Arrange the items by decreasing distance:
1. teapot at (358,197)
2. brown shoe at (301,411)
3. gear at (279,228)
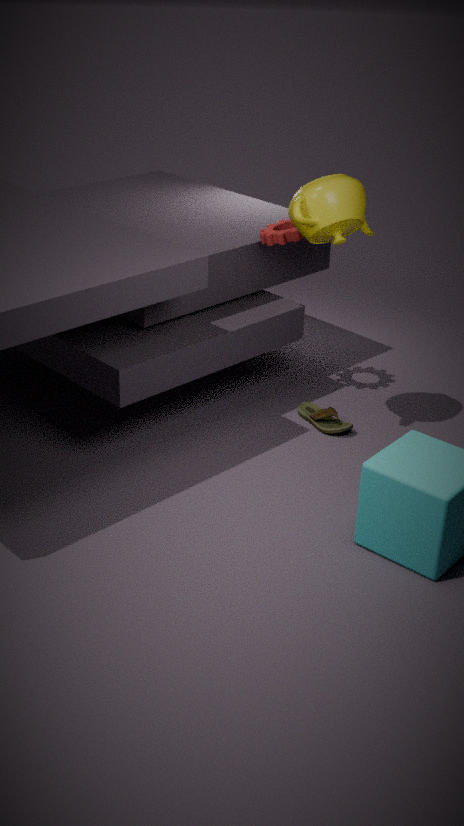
1. brown shoe at (301,411)
2. gear at (279,228)
3. teapot at (358,197)
